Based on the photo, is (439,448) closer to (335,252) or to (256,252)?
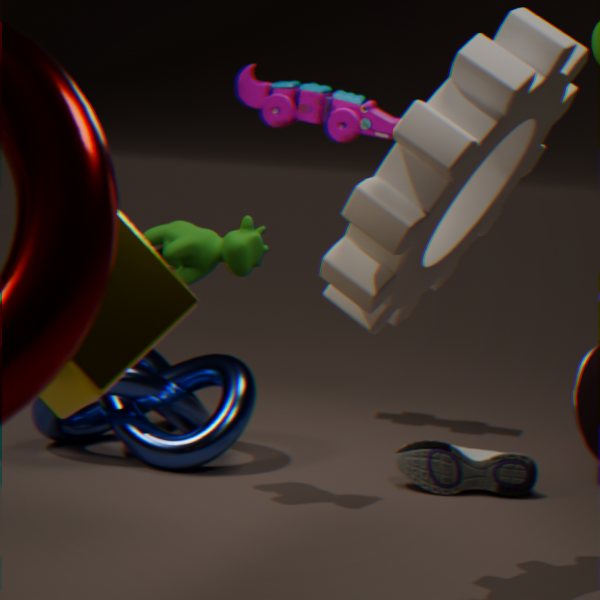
(256,252)
